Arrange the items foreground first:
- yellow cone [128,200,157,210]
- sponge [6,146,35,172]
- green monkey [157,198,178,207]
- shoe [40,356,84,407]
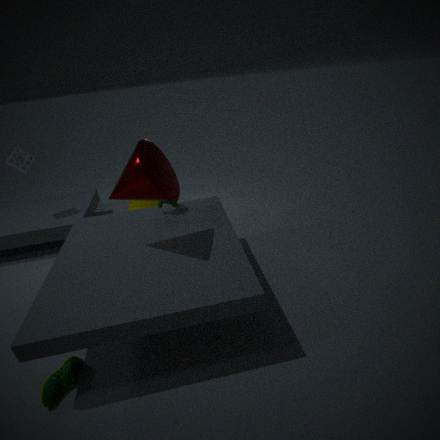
shoe [40,356,84,407] → green monkey [157,198,178,207] → sponge [6,146,35,172] → yellow cone [128,200,157,210]
